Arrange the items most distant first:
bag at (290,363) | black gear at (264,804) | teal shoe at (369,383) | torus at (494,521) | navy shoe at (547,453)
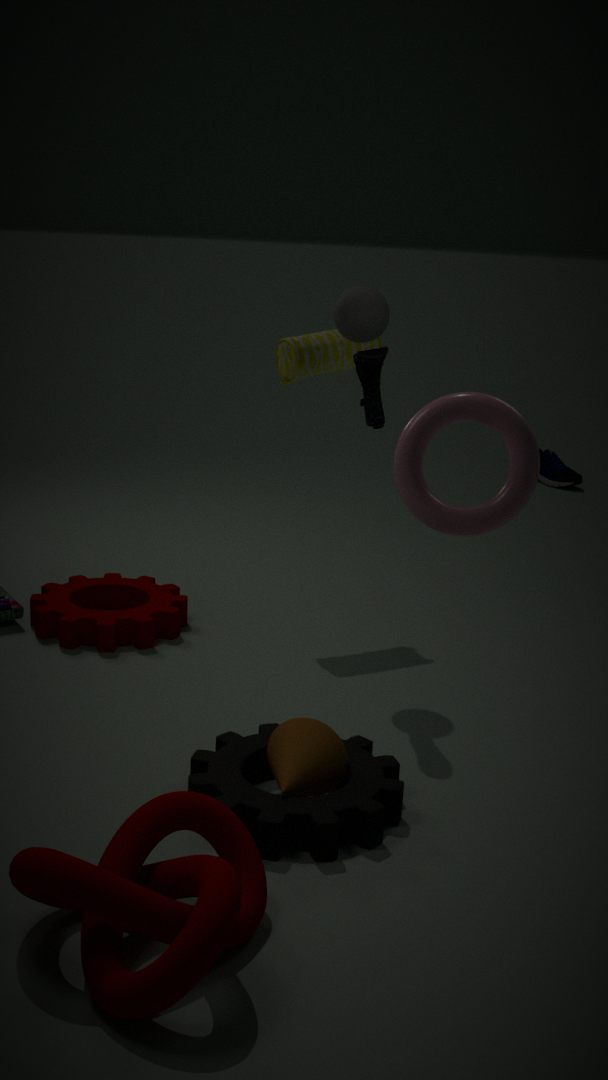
navy shoe at (547,453) → bag at (290,363) → teal shoe at (369,383) → black gear at (264,804) → torus at (494,521)
